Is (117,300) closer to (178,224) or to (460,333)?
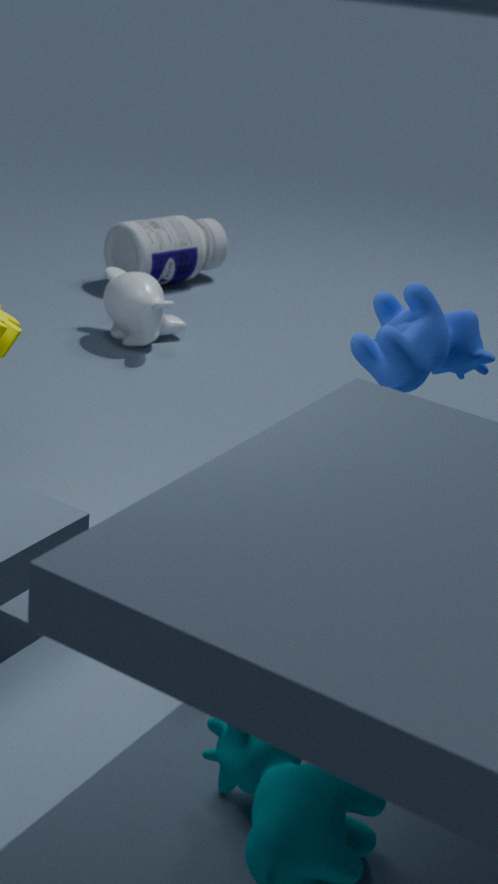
(178,224)
